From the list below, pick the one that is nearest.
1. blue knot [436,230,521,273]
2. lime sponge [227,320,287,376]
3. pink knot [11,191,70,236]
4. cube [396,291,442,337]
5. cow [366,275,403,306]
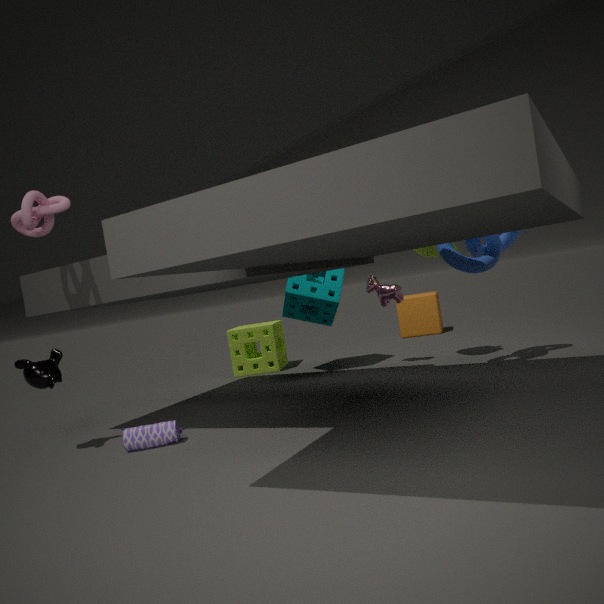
pink knot [11,191,70,236]
